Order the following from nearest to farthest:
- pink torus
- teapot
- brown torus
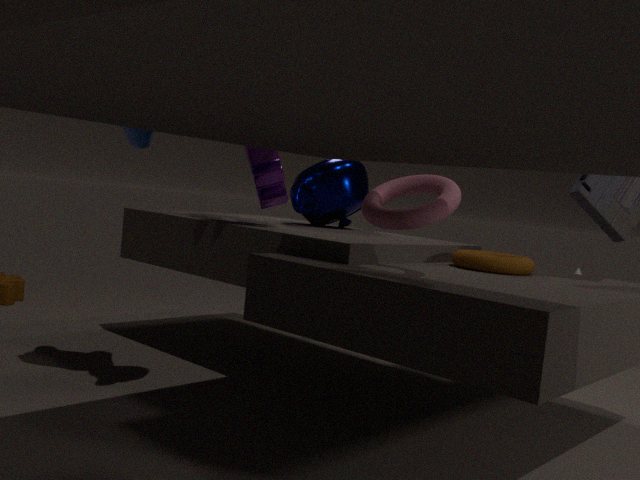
pink torus
brown torus
teapot
